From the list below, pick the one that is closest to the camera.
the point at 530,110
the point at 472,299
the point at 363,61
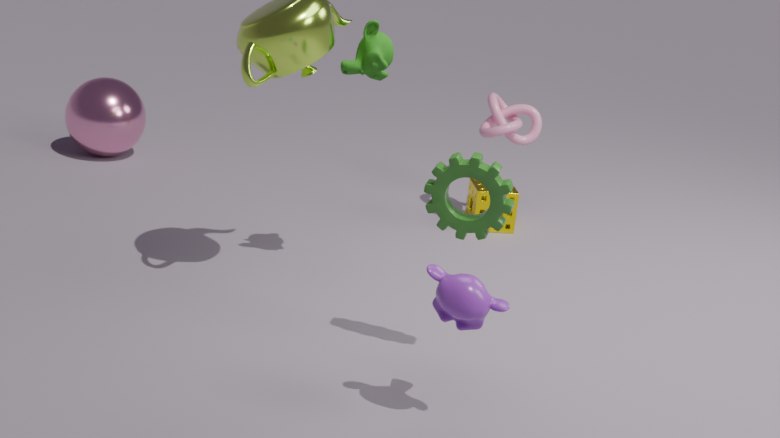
the point at 472,299
